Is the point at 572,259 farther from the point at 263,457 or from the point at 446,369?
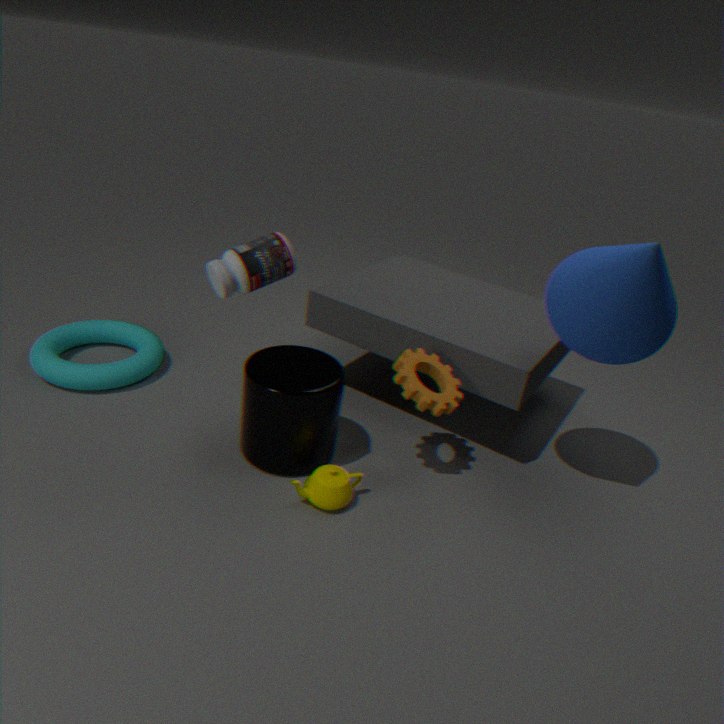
the point at 263,457
